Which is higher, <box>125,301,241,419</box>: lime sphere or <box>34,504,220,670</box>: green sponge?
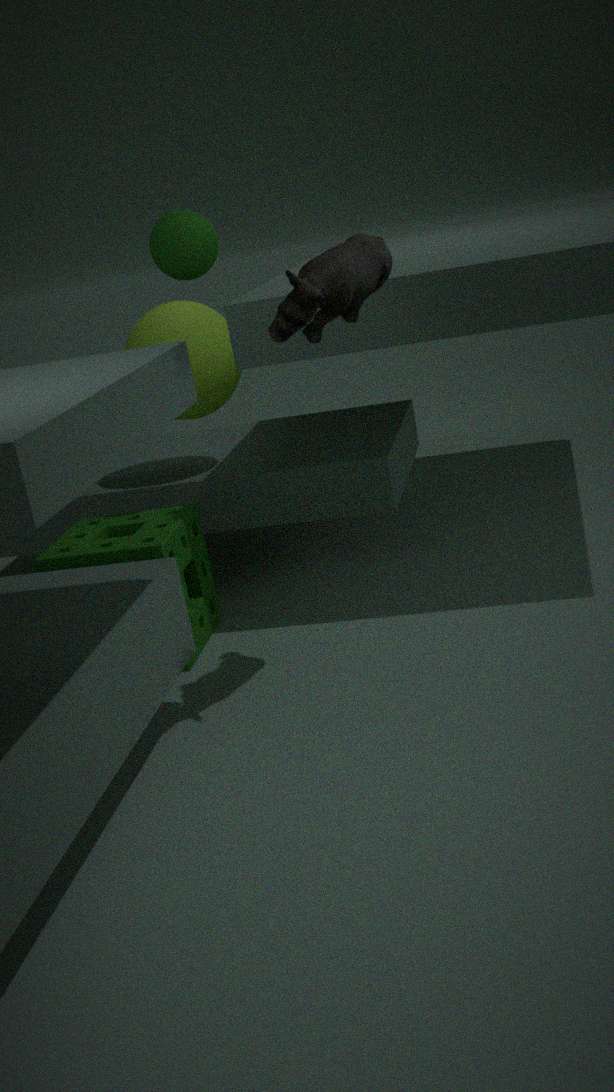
<box>125,301,241,419</box>: lime sphere
